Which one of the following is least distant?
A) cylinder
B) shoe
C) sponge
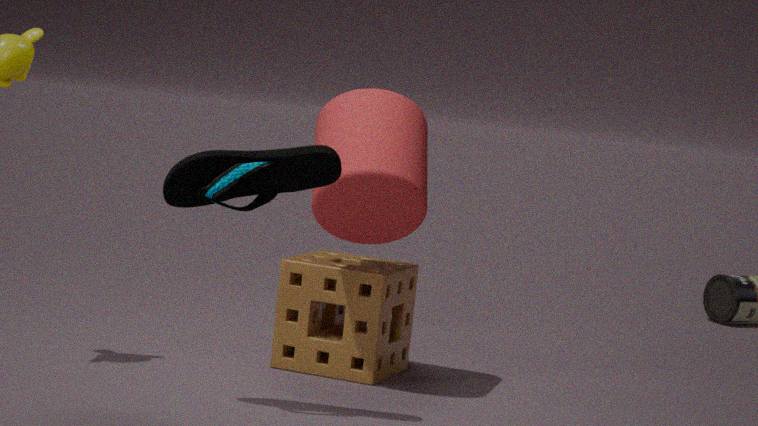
shoe
